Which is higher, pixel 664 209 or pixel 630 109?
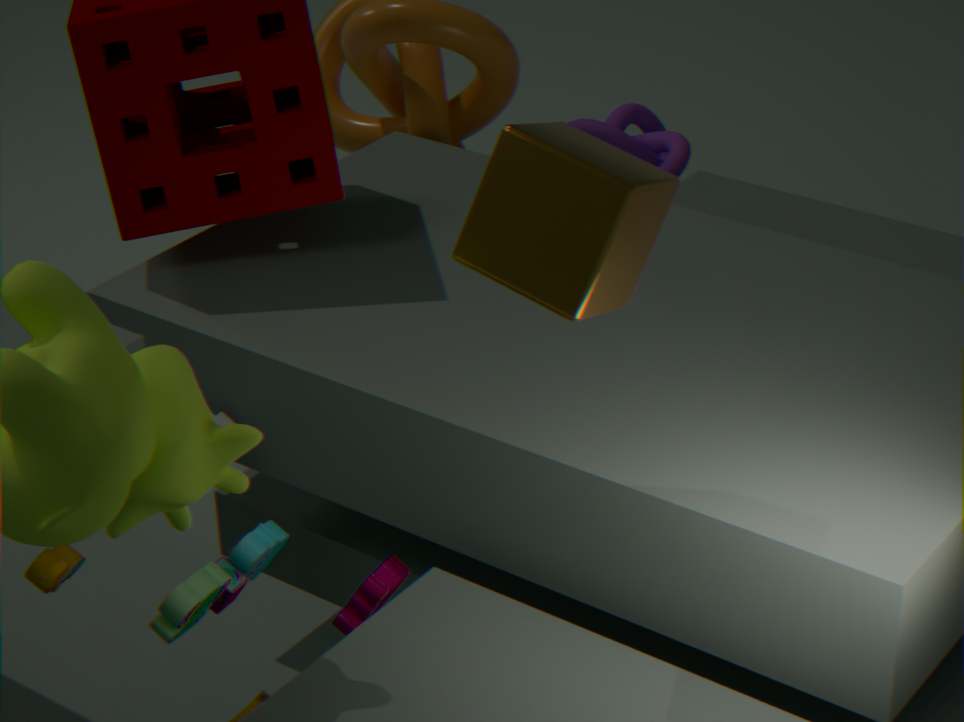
pixel 664 209
